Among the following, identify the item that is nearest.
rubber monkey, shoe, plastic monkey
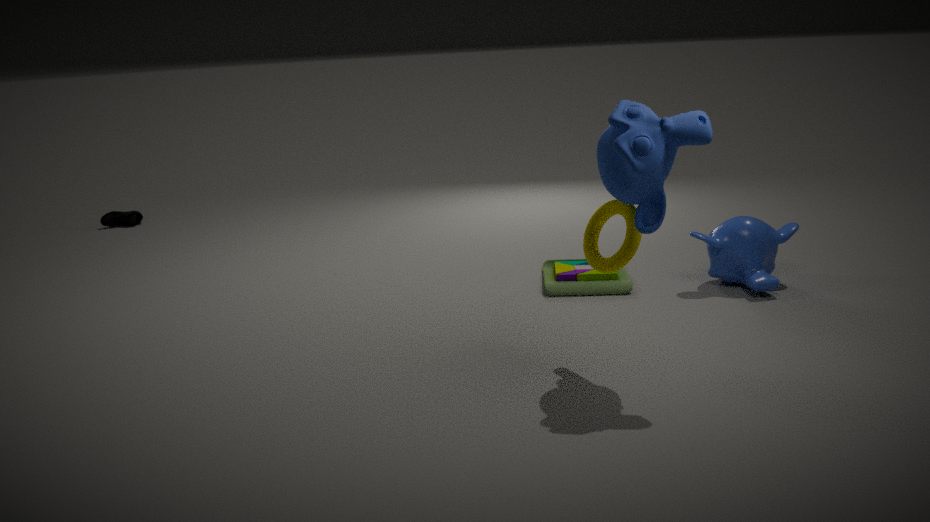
rubber monkey
